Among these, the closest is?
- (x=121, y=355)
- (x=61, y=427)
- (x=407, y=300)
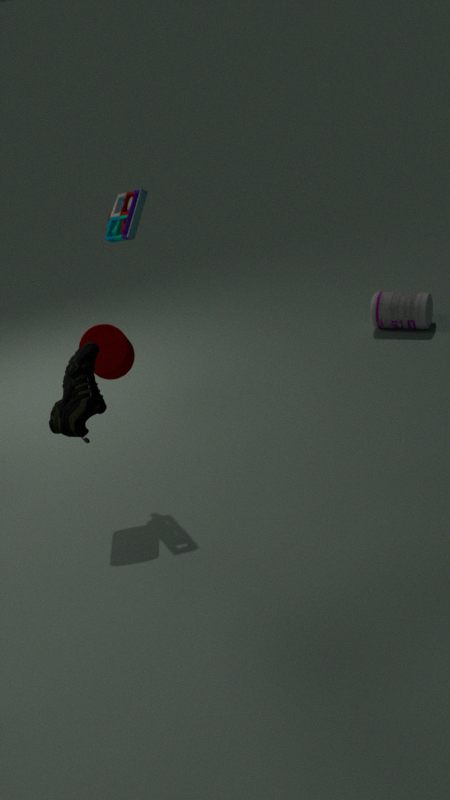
(x=61, y=427)
